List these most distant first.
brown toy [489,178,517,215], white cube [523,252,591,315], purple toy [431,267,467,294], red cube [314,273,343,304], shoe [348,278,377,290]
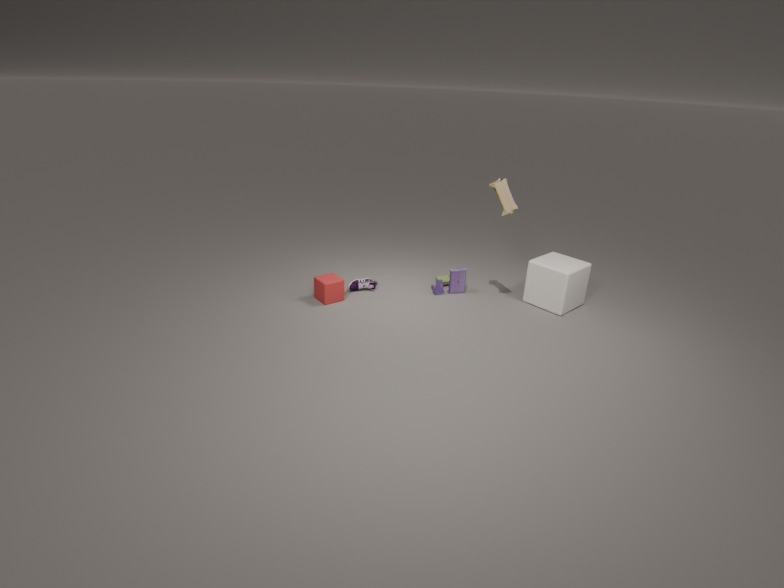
1. purple toy [431,267,467,294]
2. shoe [348,278,377,290]
3. red cube [314,273,343,304]
4. white cube [523,252,591,315]
5. brown toy [489,178,517,215]
